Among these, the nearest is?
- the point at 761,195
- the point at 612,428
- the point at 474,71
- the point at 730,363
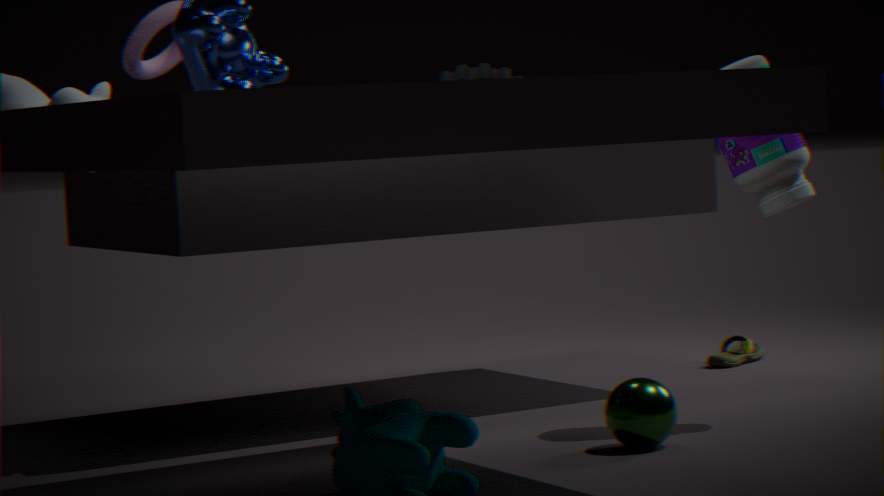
the point at 612,428
